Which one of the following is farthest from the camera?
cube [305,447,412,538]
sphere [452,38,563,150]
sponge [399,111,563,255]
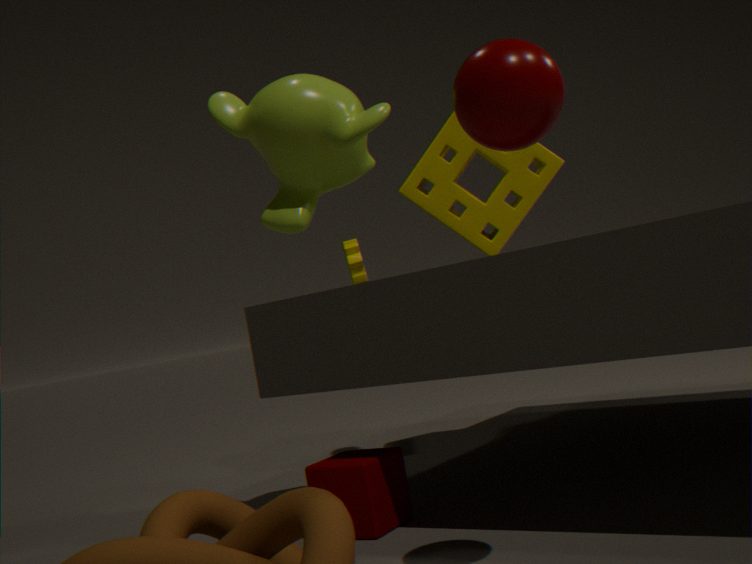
sponge [399,111,563,255]
